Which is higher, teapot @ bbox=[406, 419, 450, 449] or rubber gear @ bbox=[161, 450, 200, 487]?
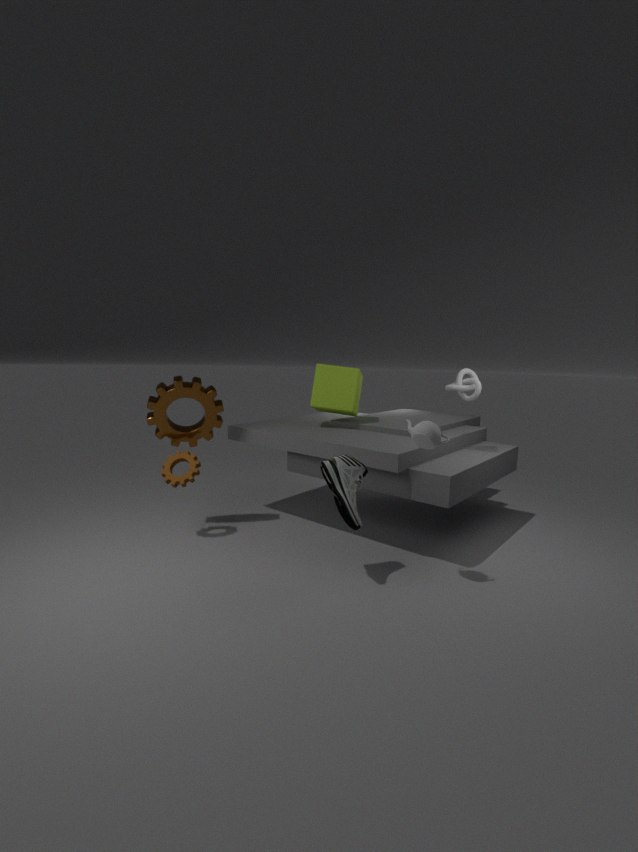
teapot @ bbox=[406, 419, 450, 449]
